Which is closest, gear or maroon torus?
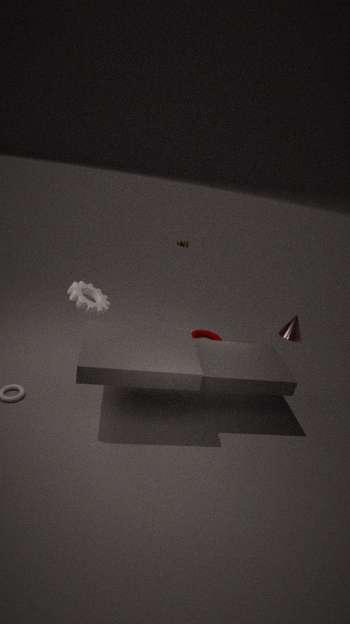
gear
